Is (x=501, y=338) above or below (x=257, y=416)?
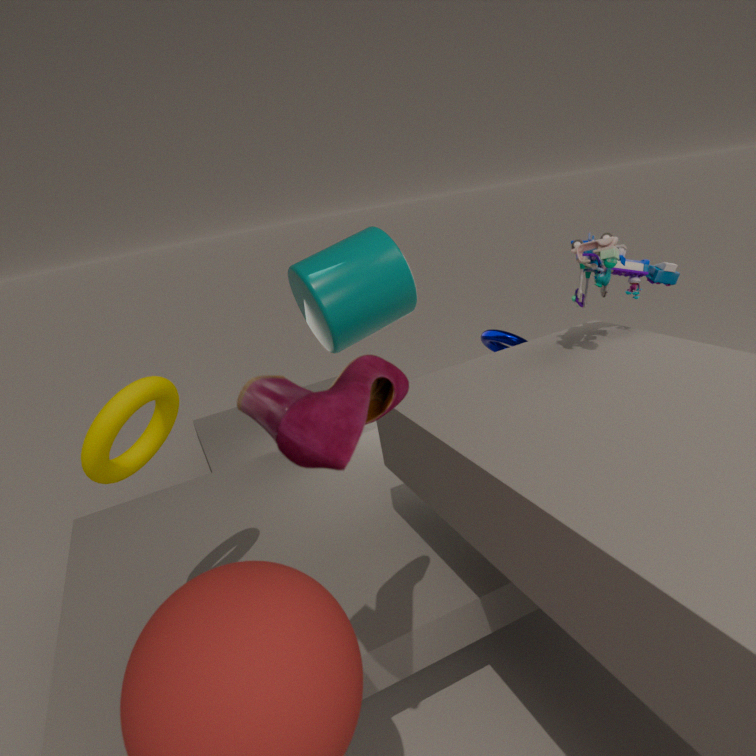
below
